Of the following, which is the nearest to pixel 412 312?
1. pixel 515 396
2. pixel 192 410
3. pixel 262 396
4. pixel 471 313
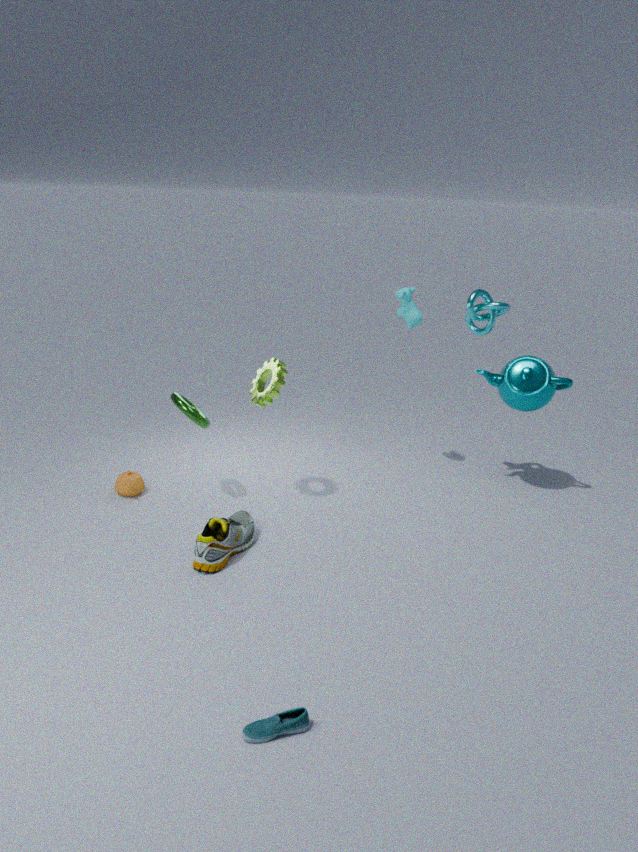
pixel 471 313
